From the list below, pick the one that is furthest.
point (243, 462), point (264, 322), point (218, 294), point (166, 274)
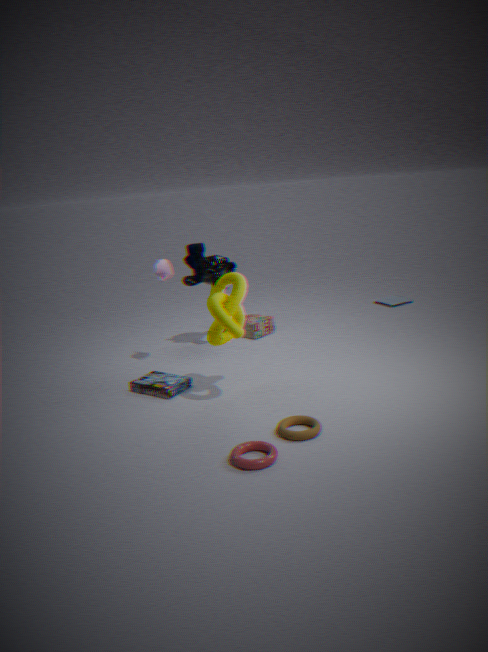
point (264, 322)
